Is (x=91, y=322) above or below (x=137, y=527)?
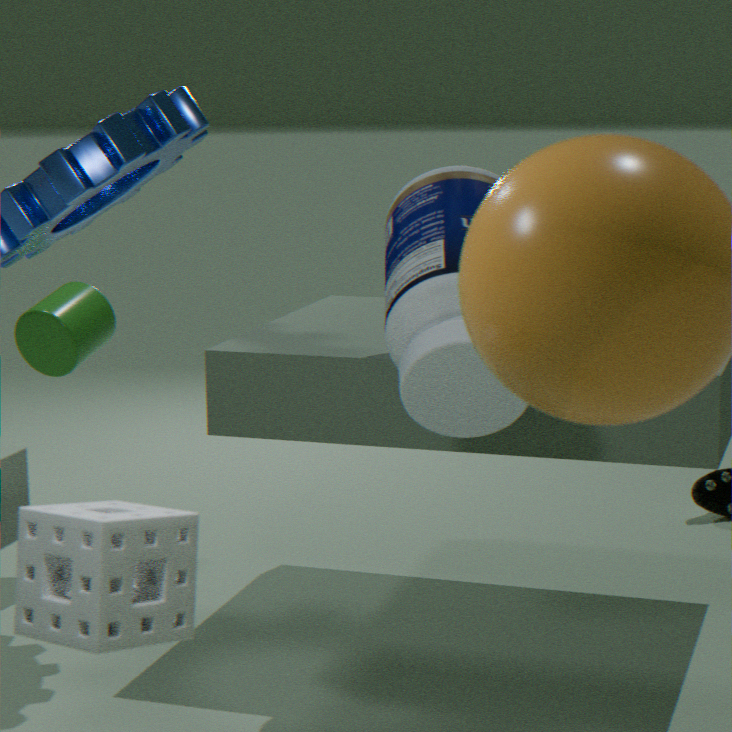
above
